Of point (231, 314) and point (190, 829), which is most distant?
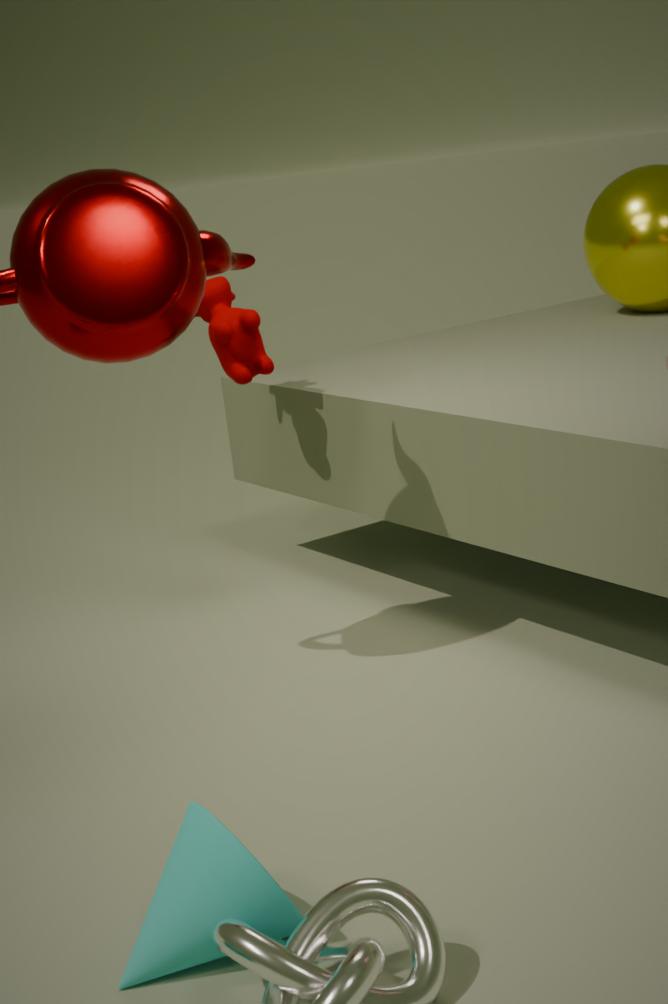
point (231, 314)
